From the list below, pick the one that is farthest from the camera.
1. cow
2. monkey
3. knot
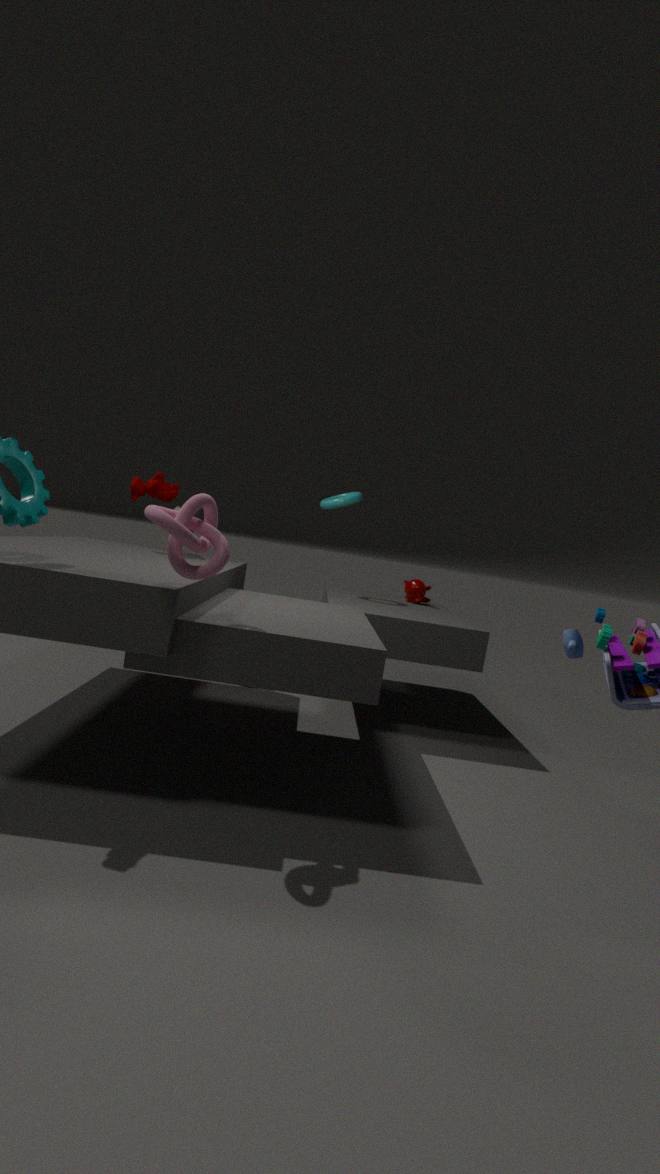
monkey
